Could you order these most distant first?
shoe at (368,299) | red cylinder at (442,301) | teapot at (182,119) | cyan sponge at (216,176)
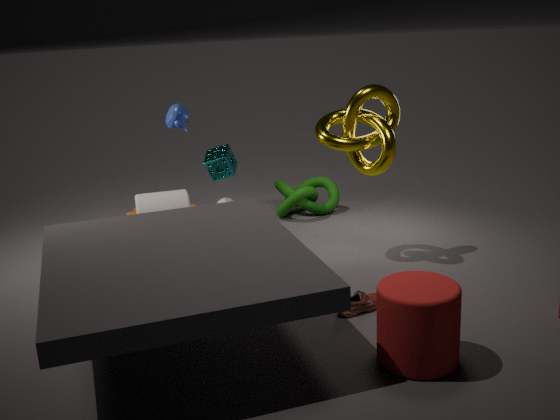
cyan sponge at (216,176) → teapot at (182,119) → shoe at (368,299) → red cylinder at (442,301)
